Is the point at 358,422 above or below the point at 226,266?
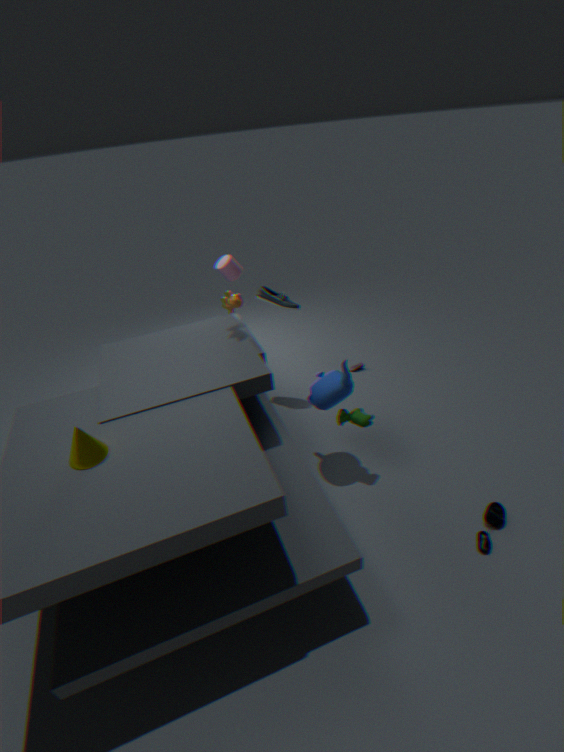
below
